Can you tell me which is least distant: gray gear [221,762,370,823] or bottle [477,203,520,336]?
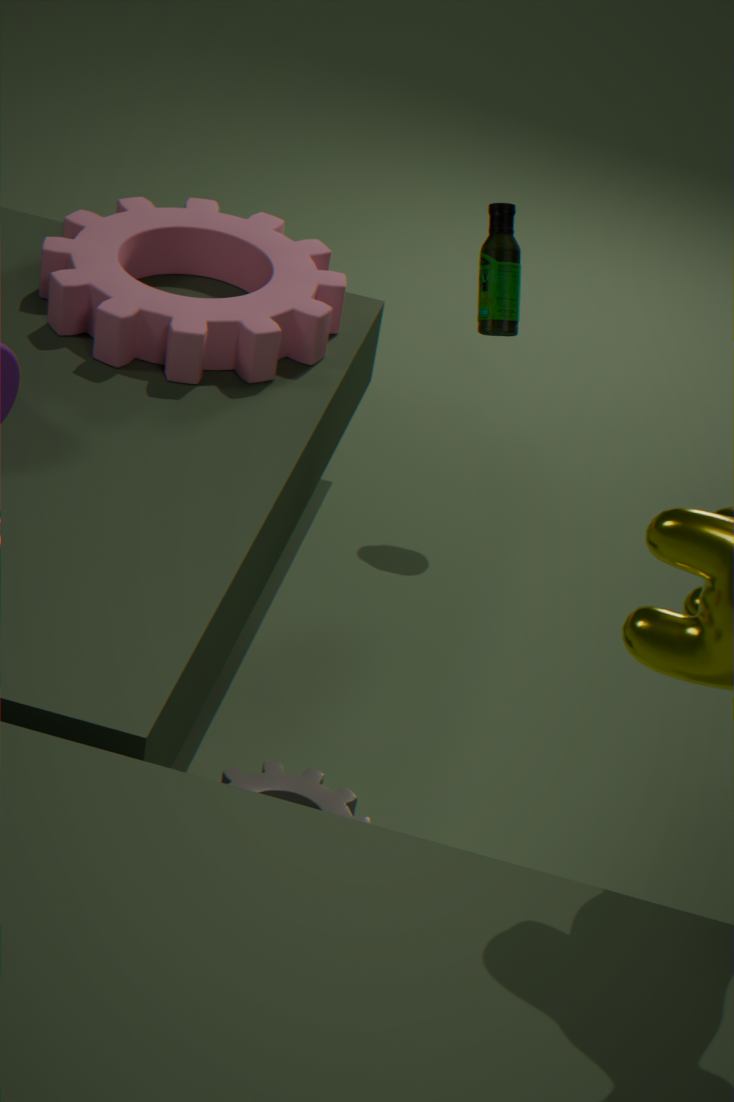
gray gear [221,762,370,823]
